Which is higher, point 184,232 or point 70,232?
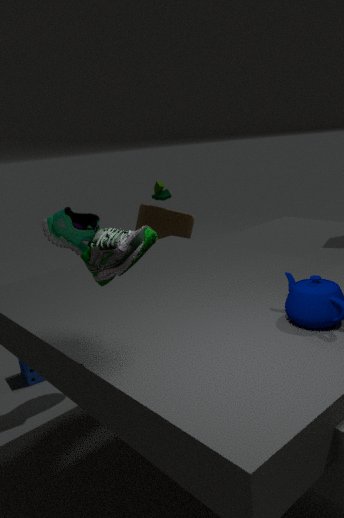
point 70,232
